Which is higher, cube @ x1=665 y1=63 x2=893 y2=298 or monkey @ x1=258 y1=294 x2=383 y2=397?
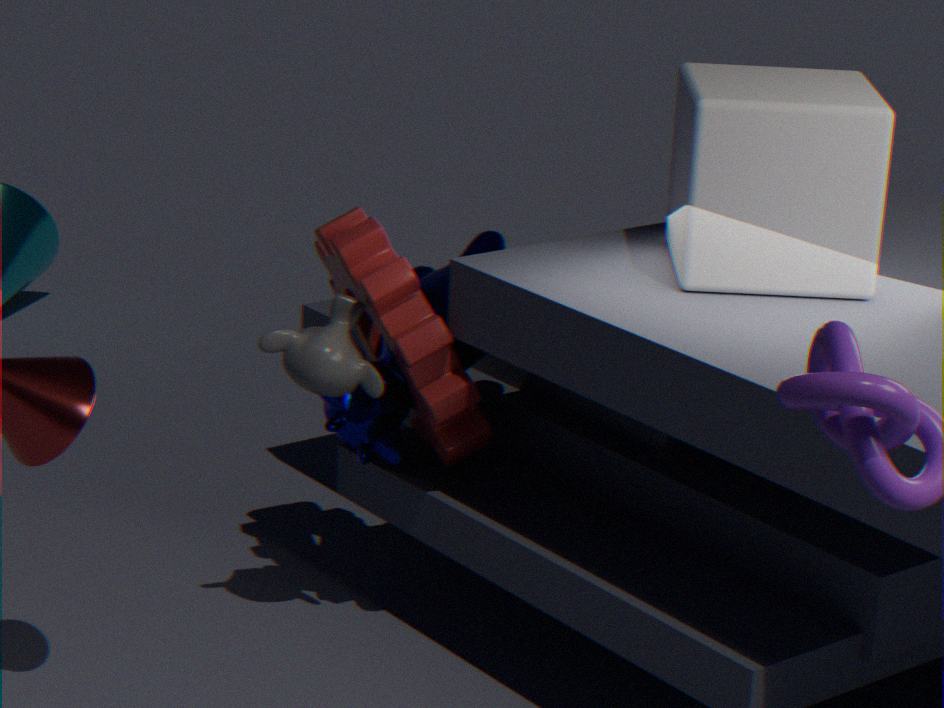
cube @ x1=665 y1=63 x2=893 y2=298
